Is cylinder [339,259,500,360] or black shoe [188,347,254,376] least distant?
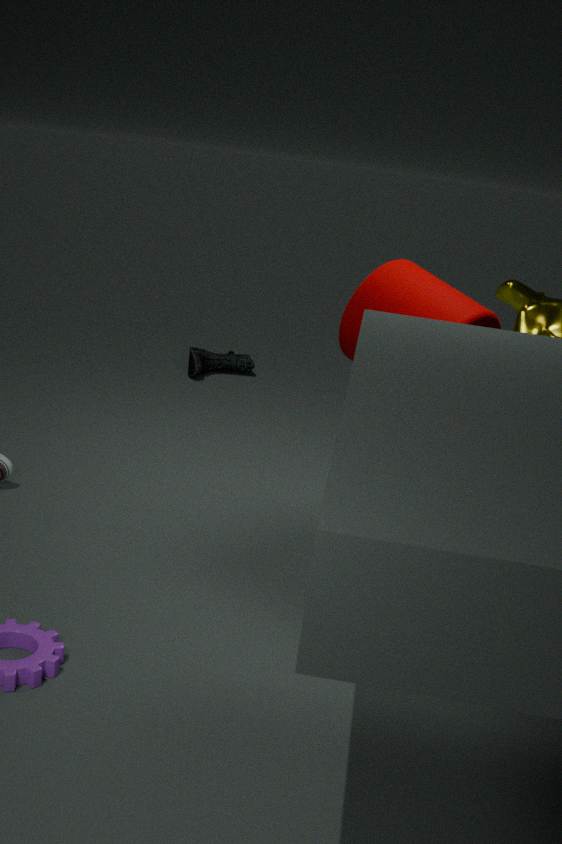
cylinder [339,259,500,360]
